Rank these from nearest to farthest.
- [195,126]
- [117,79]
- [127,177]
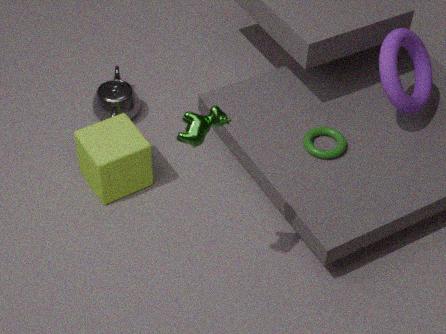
[195,126], [127,177], [117,79]
